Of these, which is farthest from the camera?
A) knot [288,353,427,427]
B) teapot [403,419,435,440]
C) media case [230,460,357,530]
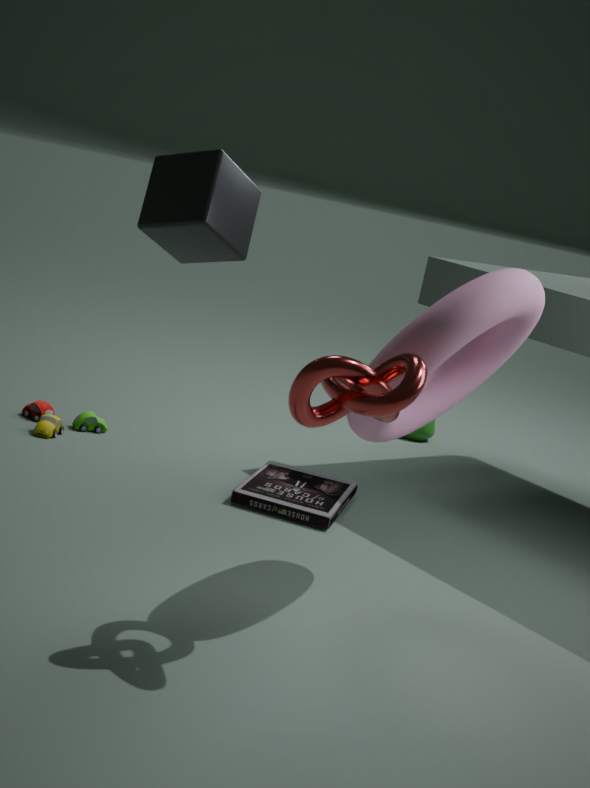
teapot [403,419,435,440]
